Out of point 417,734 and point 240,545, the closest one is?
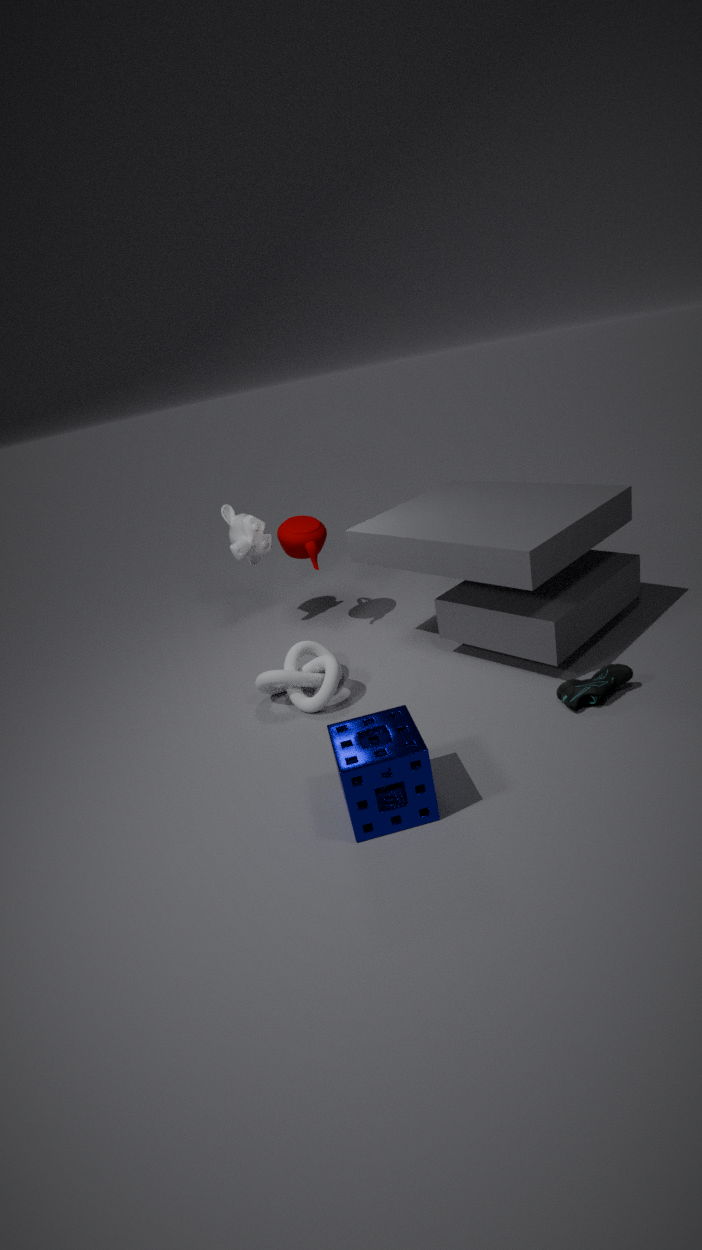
point 417,734
